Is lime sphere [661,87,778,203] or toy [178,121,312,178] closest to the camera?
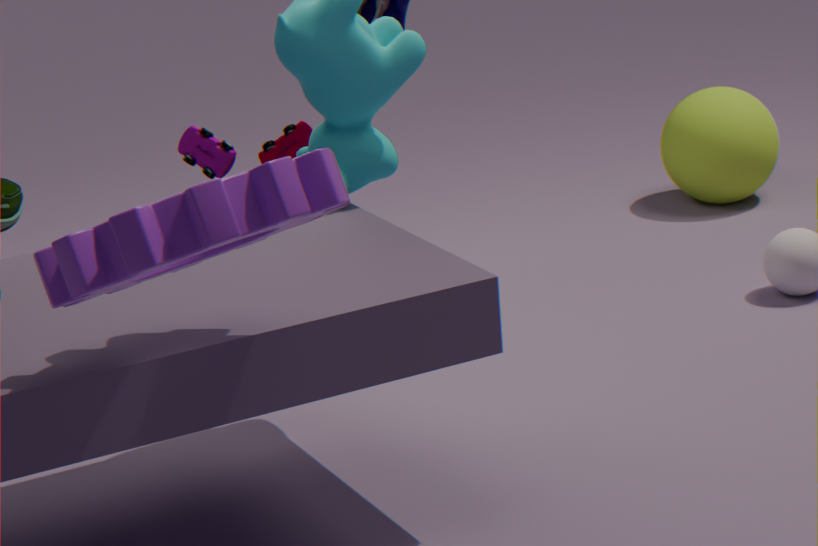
toy [178,121,312,178]
